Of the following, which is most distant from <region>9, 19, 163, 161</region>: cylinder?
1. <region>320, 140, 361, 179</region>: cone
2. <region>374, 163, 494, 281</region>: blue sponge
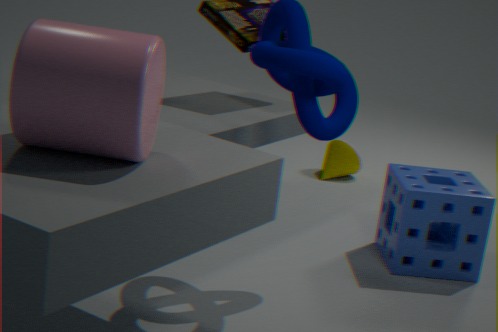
<region>320, 140, 361, 179</region>: cone
